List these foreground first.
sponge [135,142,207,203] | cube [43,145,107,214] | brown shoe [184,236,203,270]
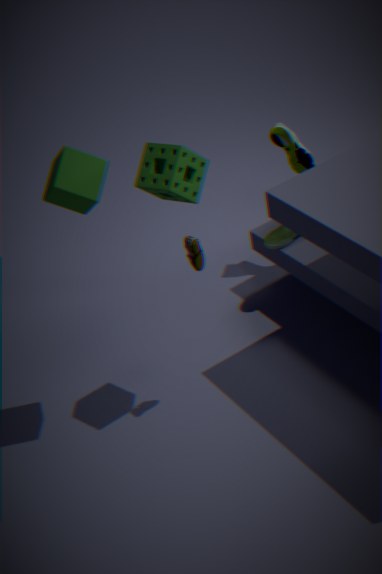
cube [43,145,107,214] → sponge [135,142,207,203] → brown shoe [184,236,203,270]
